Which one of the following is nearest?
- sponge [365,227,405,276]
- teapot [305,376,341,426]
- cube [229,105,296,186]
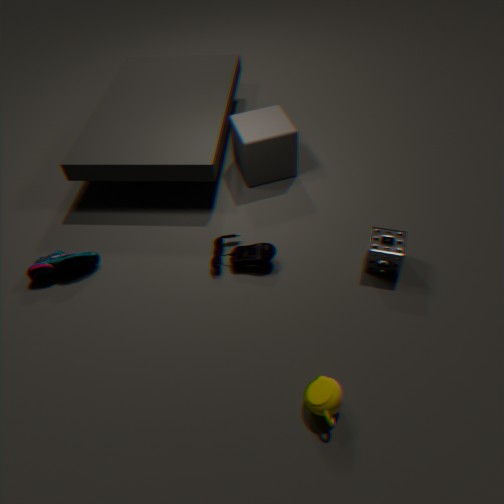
teapot [305,376,341,426]
